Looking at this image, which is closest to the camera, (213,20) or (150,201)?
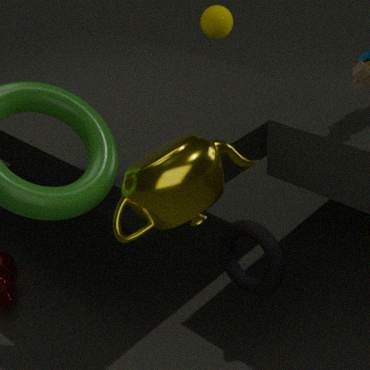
(150,201)
